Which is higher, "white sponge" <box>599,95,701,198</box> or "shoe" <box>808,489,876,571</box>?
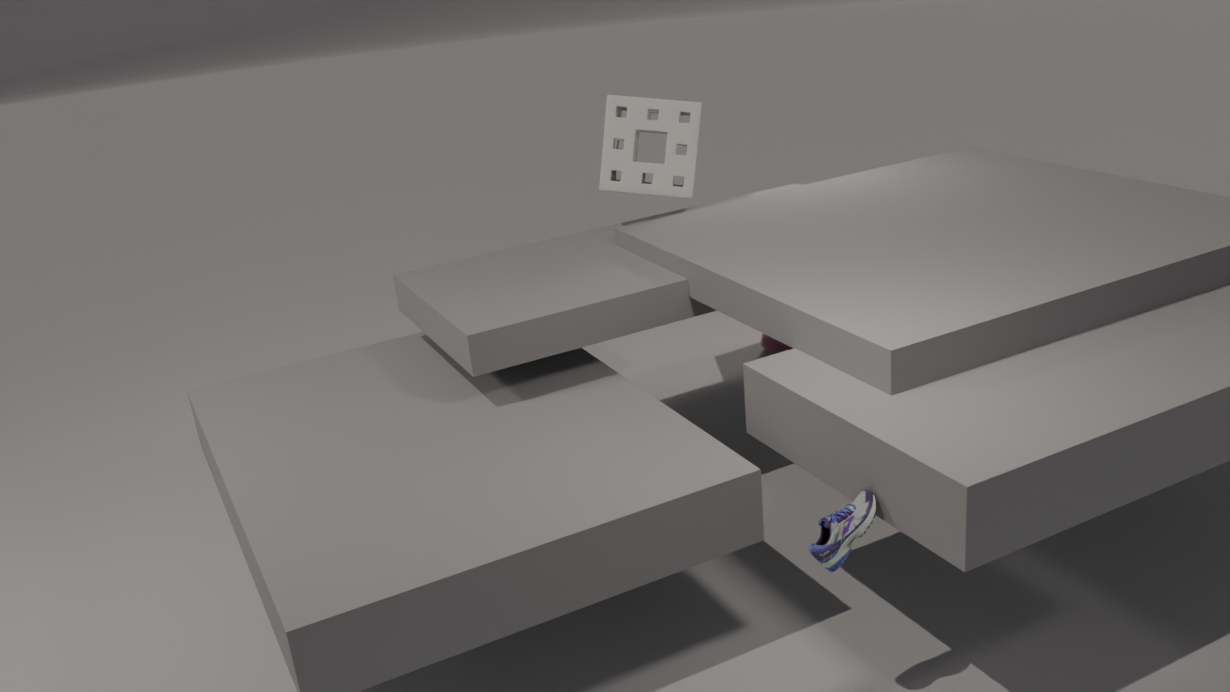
"white sponge" <box>599,95,701,198</box>
